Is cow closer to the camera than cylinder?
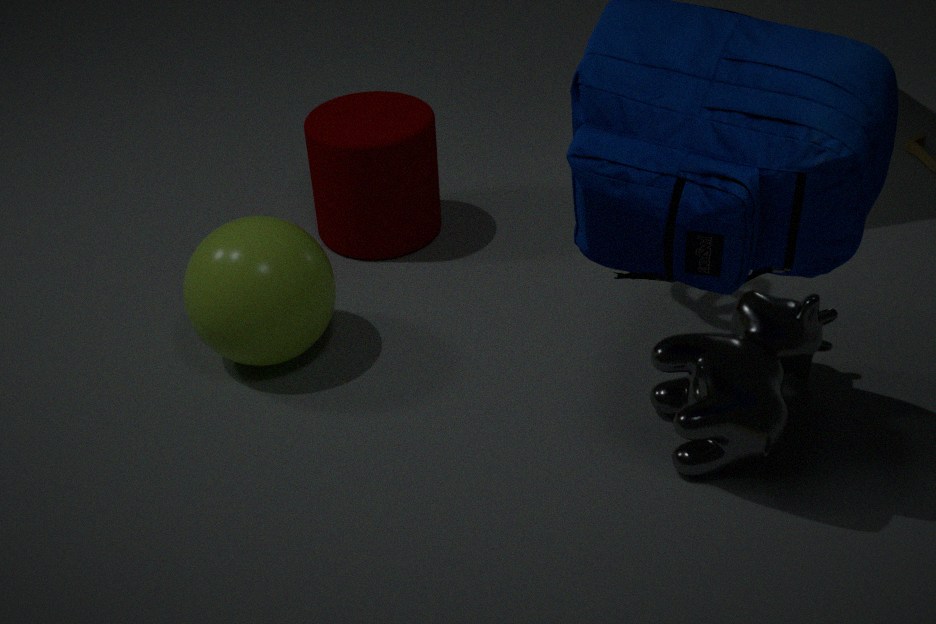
Yes
